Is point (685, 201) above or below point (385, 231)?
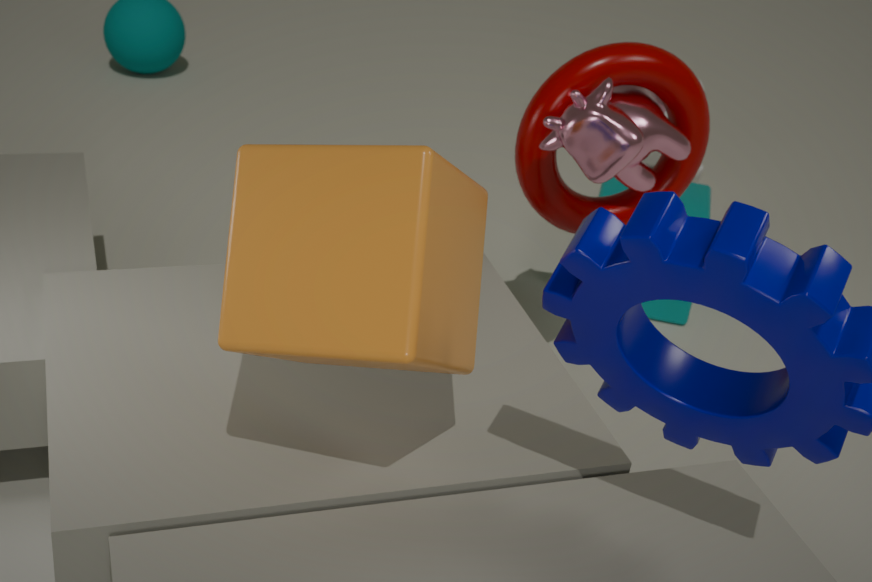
below
